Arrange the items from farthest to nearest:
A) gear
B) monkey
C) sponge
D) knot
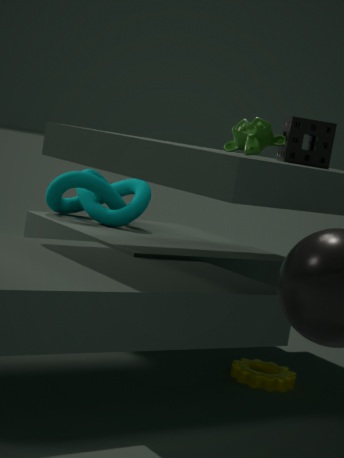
knot, gear, sponge, monkey
